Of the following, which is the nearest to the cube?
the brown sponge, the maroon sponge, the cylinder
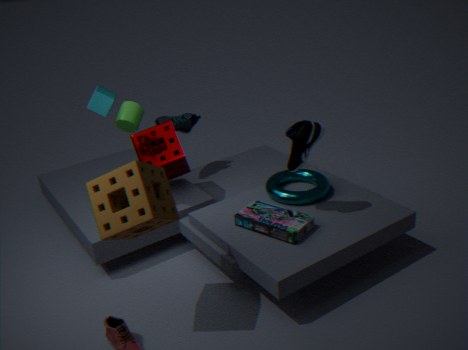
the maroon sponge
